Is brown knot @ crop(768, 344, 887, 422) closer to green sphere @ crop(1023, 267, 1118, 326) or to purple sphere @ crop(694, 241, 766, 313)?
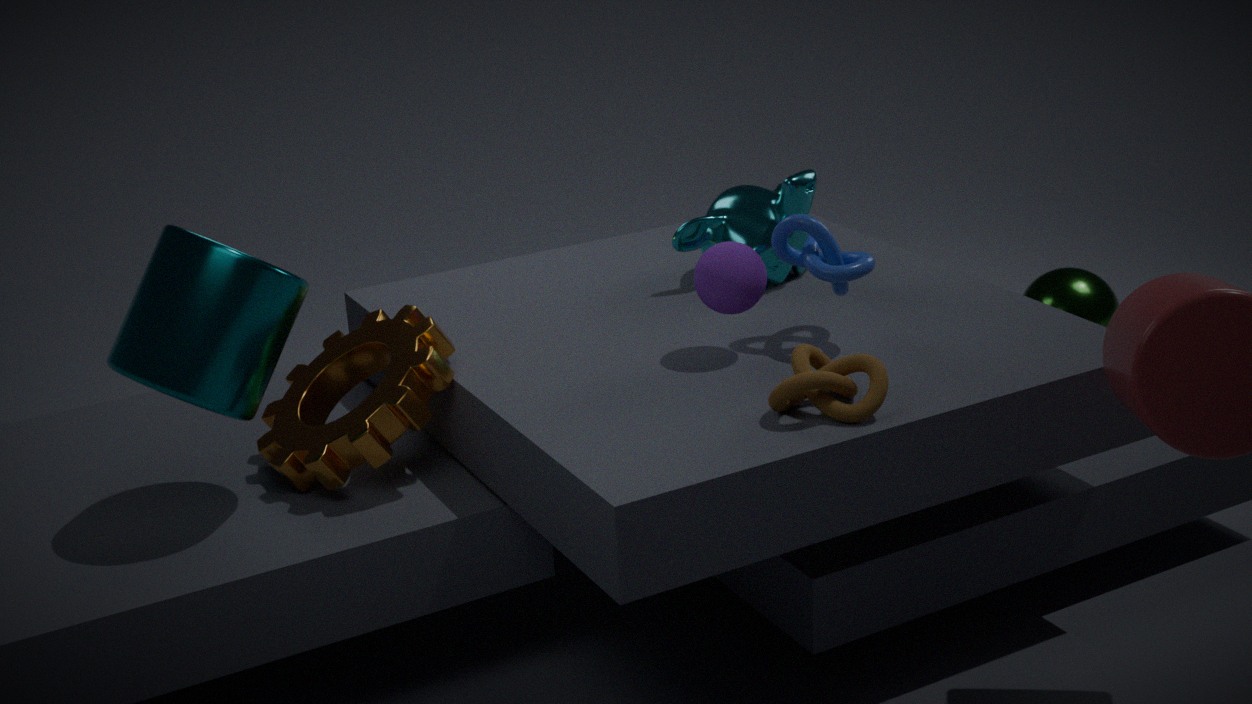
purple sphere @ crop(694, 241, 766, 313)
